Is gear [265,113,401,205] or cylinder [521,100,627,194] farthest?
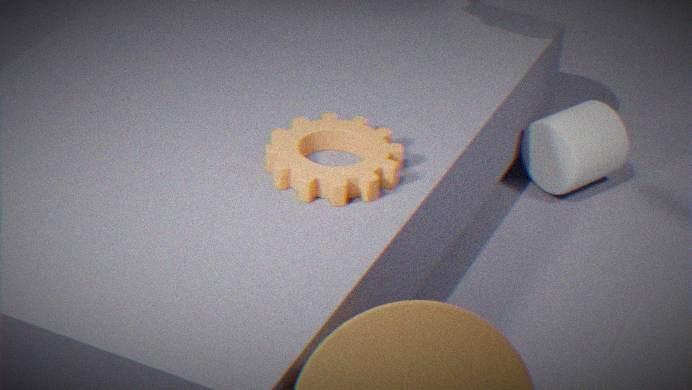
cylinder [521,100,627,194]
